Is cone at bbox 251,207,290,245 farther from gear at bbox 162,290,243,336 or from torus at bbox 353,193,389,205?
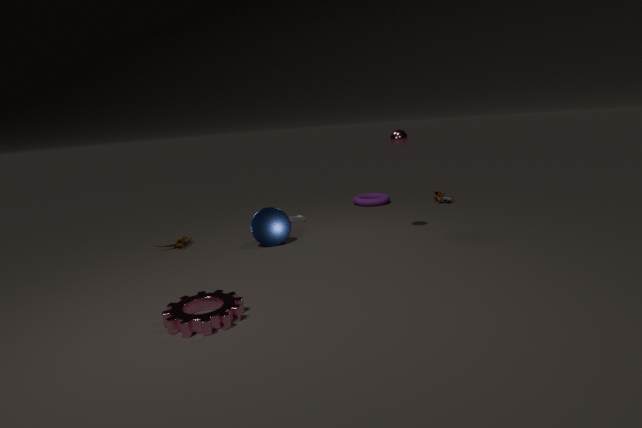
torus at bbox 353,193,389,205
